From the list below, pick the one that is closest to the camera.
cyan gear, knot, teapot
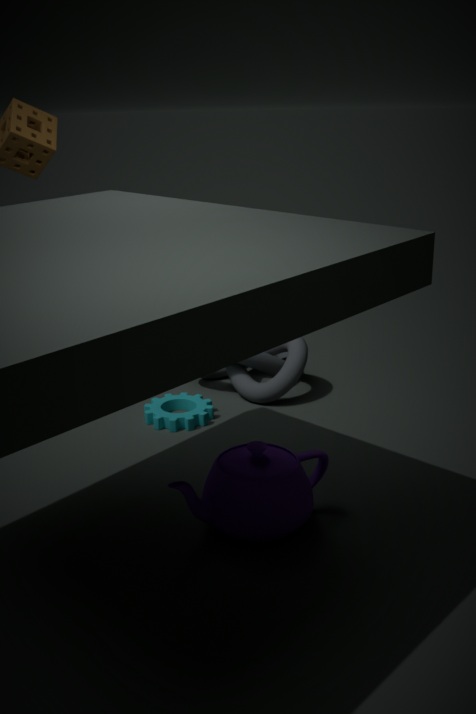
teapot
